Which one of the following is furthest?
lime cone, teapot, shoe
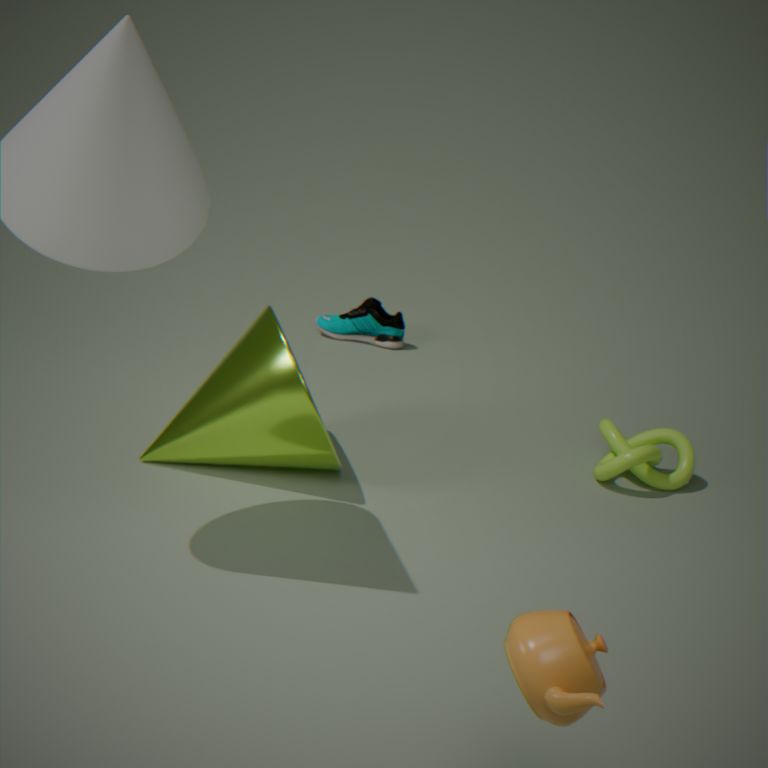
shoe
